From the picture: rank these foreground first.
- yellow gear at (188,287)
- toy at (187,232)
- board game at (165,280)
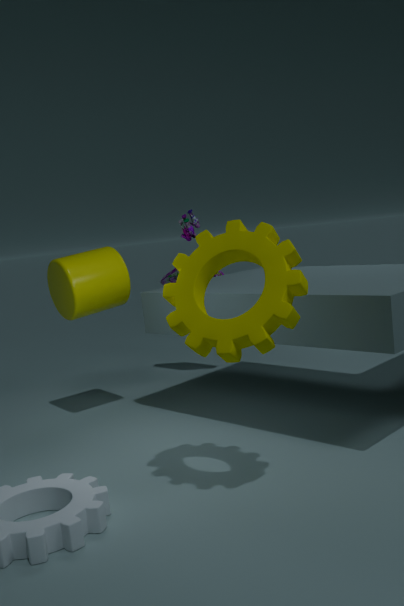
yellow gear at (188,287), toy at (187,232), board game at (165,280)
